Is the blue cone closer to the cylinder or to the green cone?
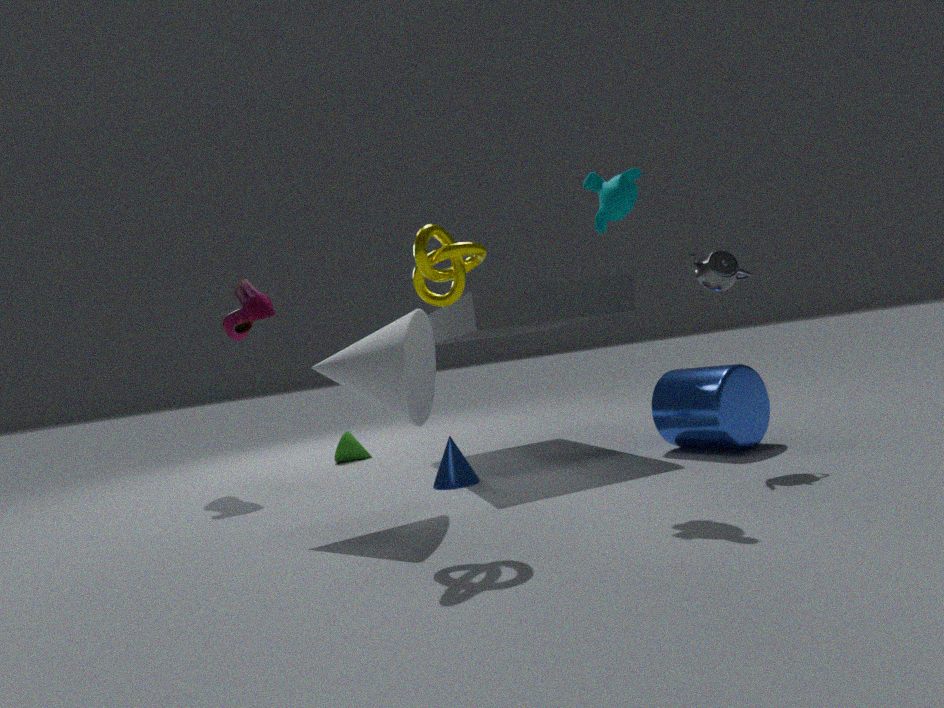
the cylinder
